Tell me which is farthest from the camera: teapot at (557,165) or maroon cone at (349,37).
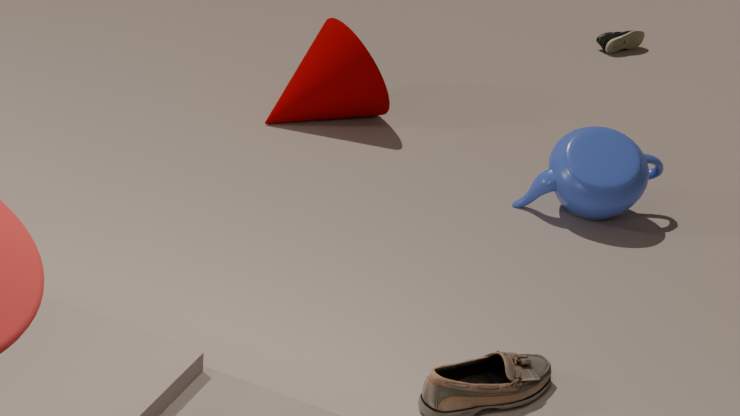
maroon cone at (349,37)
